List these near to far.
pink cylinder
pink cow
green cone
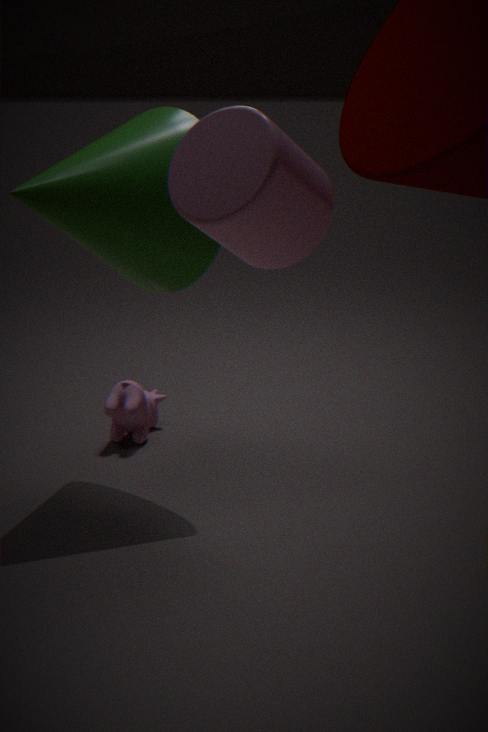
1. pink cylinder
2. green cone
3. pink cow
